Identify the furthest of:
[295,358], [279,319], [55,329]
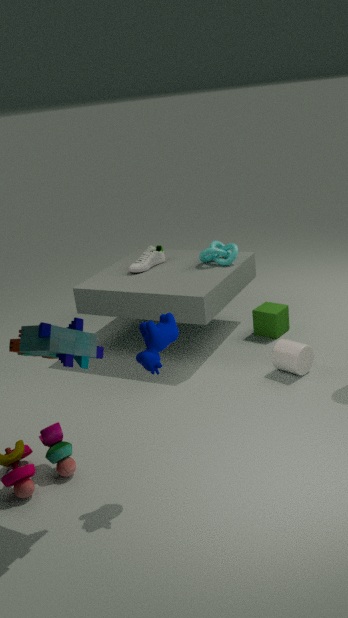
[279,319]
